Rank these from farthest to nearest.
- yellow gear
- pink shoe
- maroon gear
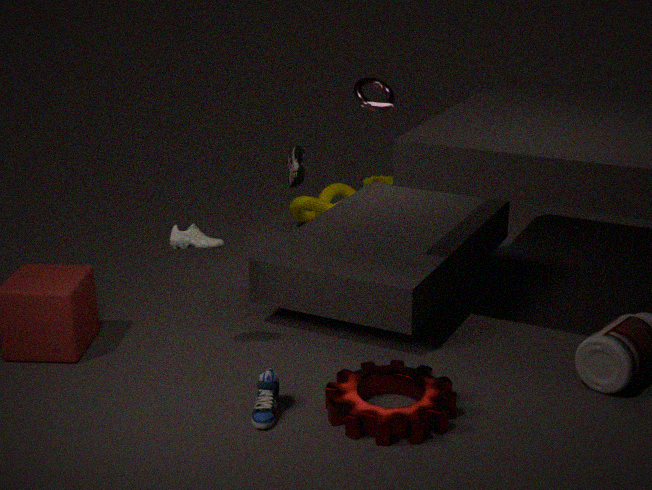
yellow gear → pink shoe → maroon gear
